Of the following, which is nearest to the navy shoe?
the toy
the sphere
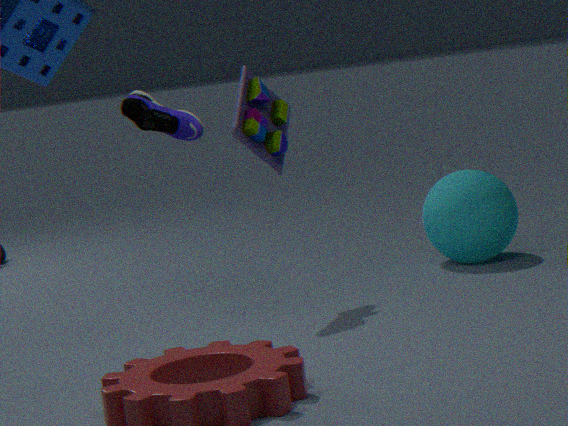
the toy
